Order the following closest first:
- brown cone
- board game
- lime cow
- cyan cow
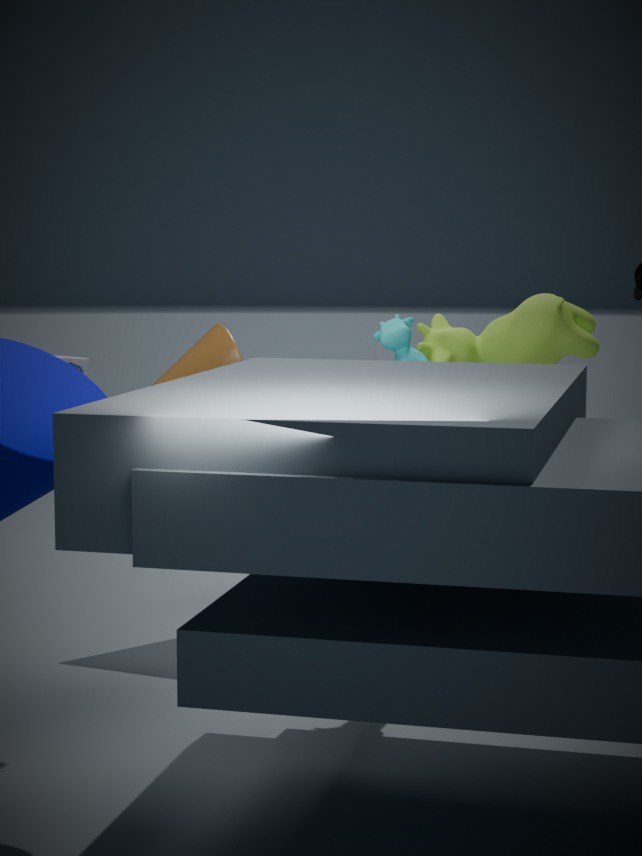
board game, cyan cow, lime cow, brown cone
